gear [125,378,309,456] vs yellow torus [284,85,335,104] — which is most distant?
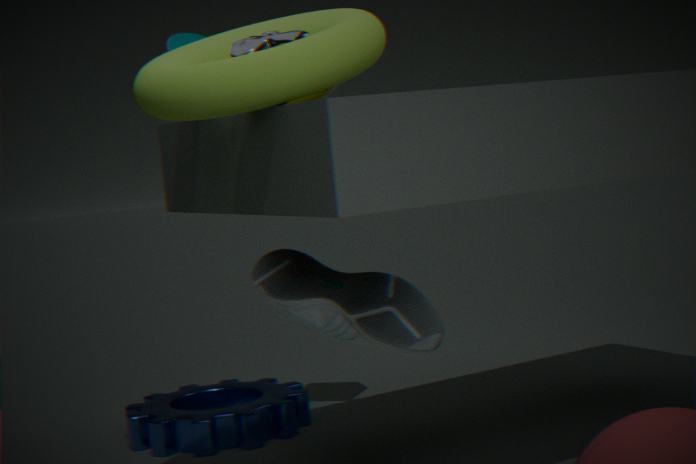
gear [125,378,309,456]
